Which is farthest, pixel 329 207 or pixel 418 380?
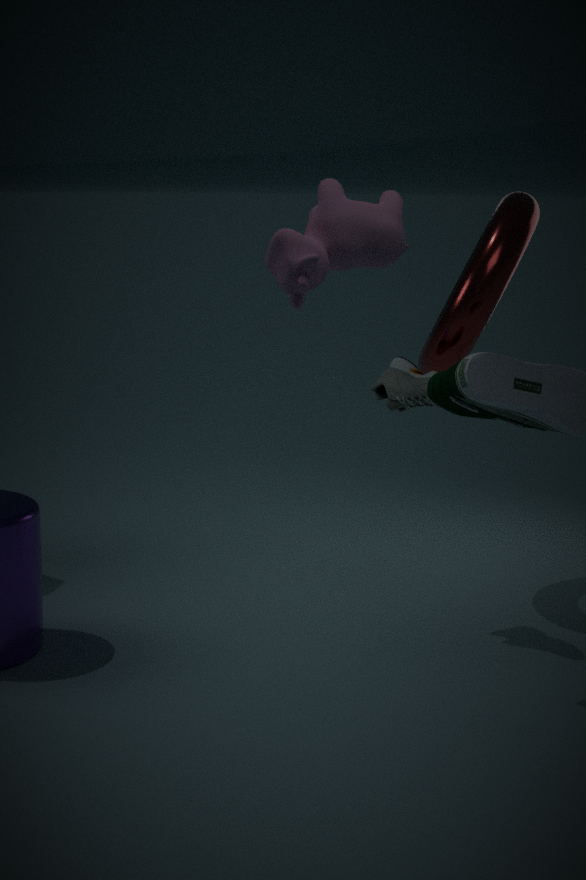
pixel 418 380
